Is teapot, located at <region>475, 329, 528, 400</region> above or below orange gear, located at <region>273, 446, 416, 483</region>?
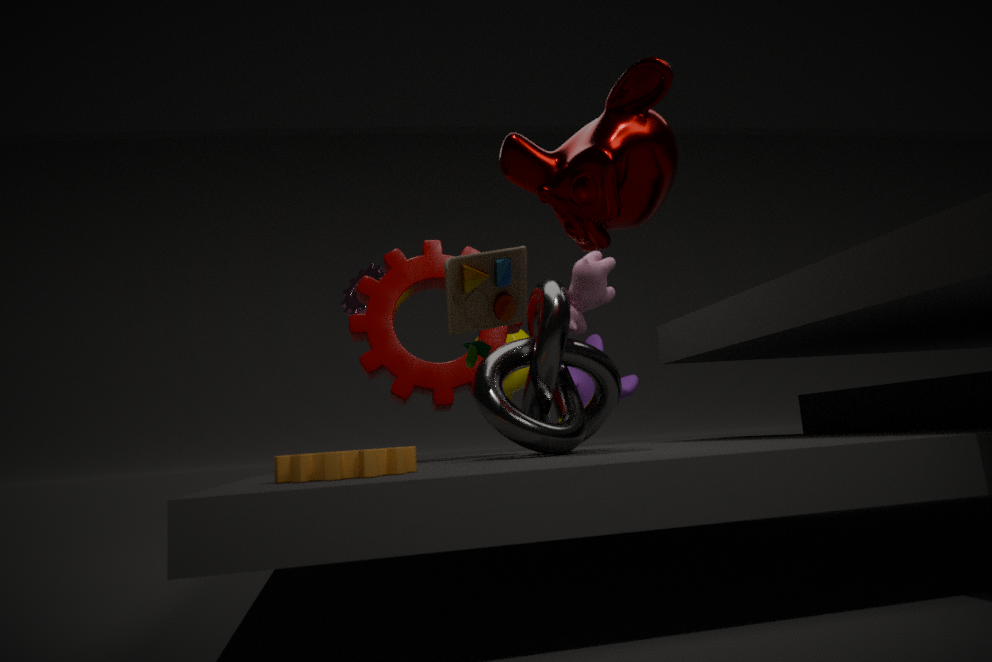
above
